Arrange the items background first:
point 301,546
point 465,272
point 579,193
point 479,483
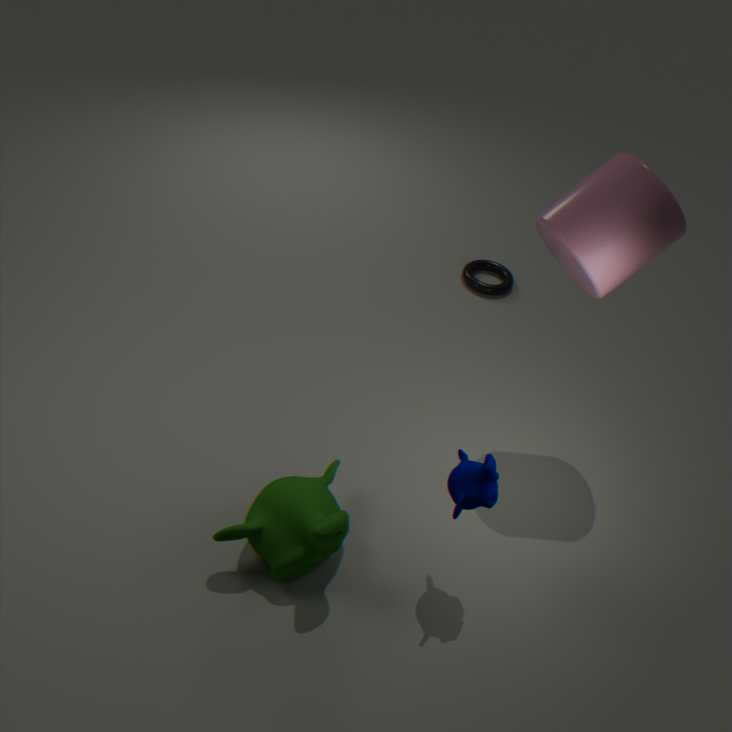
point 465,272 < point 579,193 < point 301,546 < point 479,483
